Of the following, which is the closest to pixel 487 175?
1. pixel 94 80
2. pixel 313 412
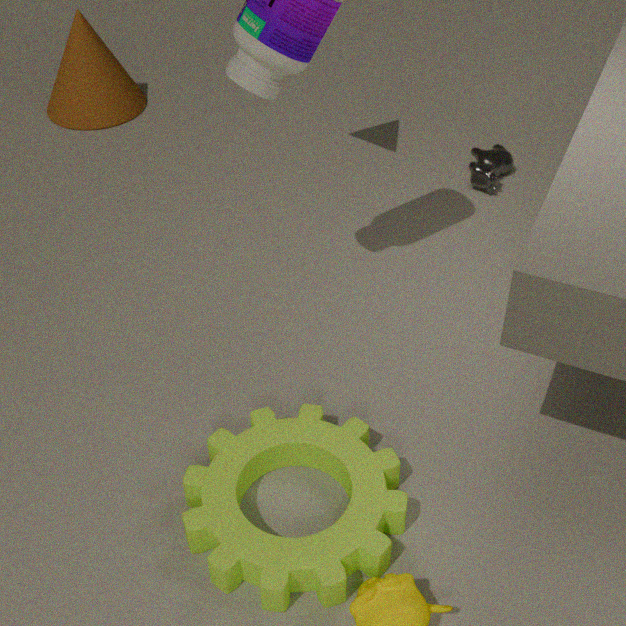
pixel 313 412
